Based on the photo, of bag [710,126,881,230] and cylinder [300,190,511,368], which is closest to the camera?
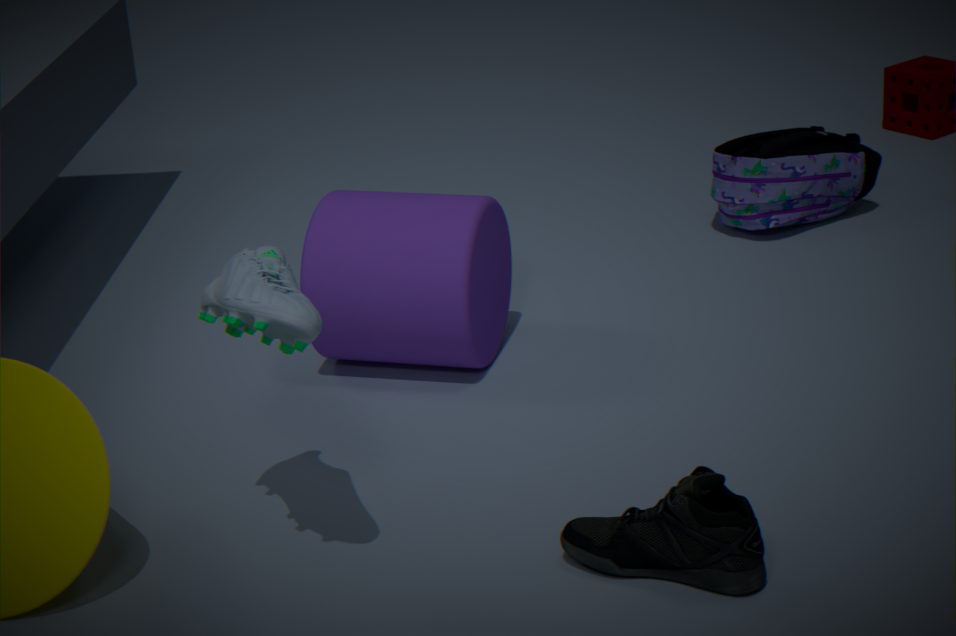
cylinder [300,190,511,368]
